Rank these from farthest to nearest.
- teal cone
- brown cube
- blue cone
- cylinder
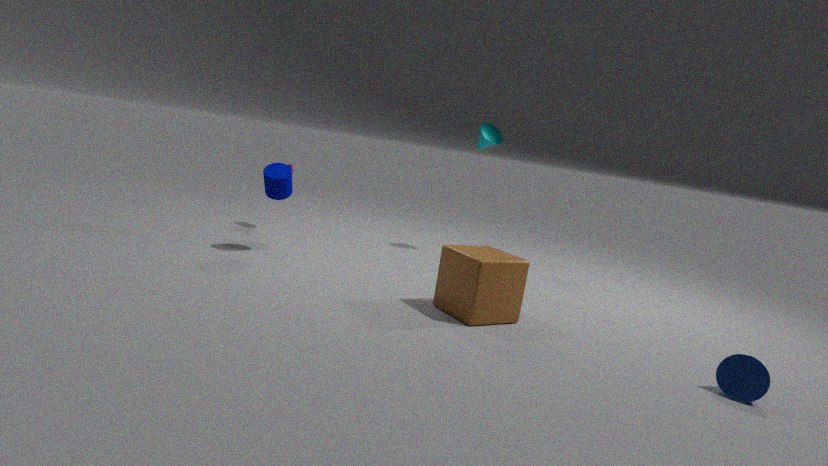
1. teal cone
2. cylinder
3. brown cube
4. blue cone
